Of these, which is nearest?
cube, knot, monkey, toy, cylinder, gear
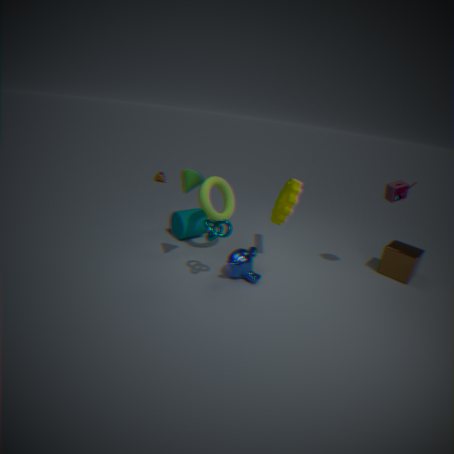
knot
